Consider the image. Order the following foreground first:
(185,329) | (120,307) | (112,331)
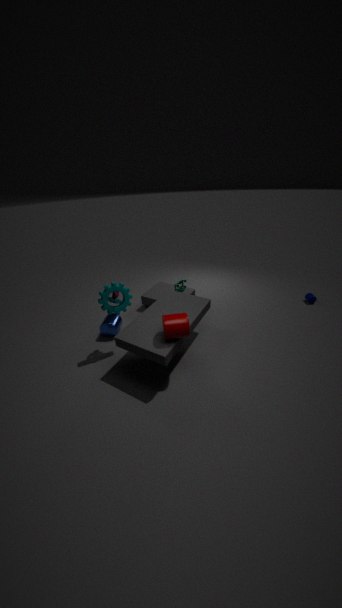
(185,329) < (120,307) < (112,331)
